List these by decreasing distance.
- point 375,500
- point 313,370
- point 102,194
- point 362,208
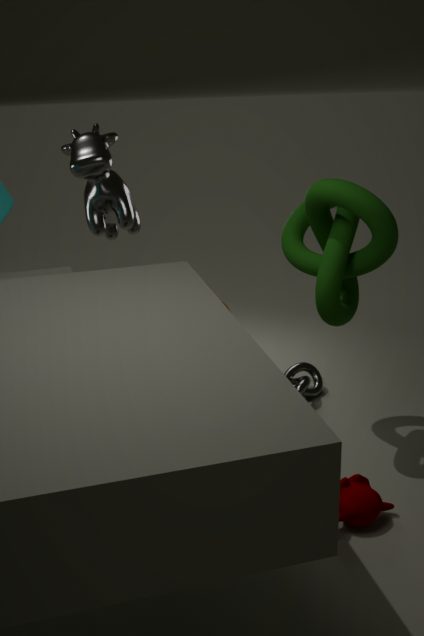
point 313,370 < point 102,194 < point 375,500 < point 362,208
